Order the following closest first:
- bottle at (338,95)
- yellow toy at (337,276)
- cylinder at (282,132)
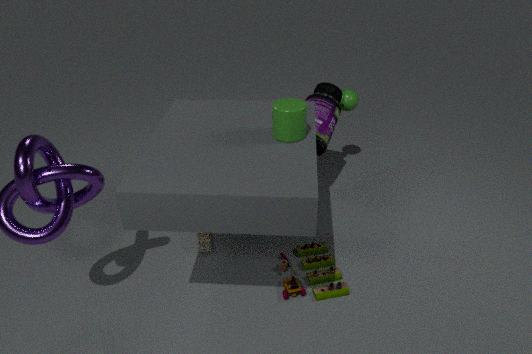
cylinder at (282,132)
yellow toy at (337,276)
bottle at (338,95)
